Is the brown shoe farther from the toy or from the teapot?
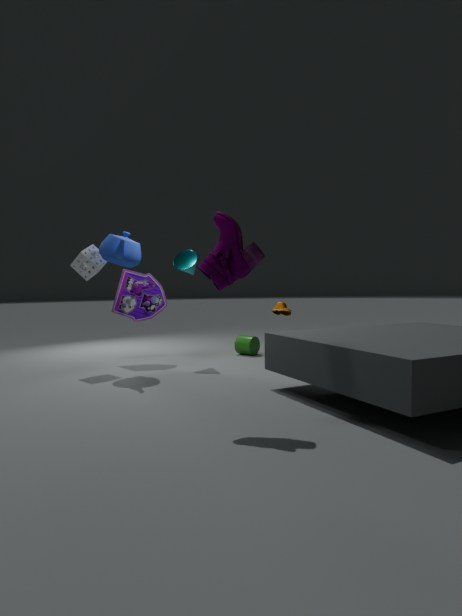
the teapot
